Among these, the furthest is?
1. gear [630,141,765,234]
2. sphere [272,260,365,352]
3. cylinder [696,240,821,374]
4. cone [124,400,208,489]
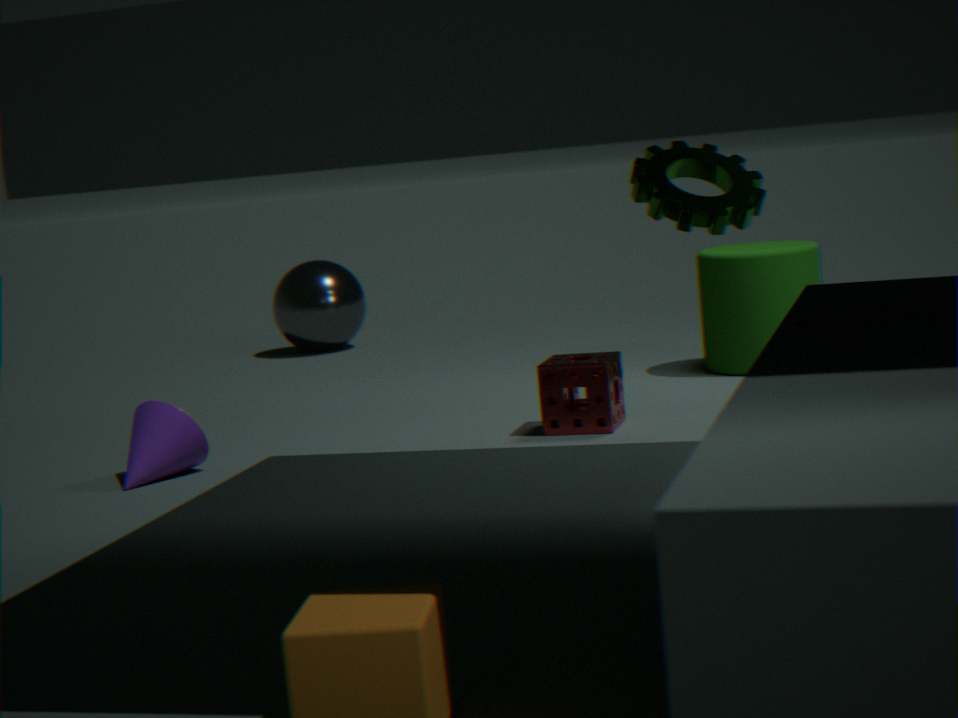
sphere [272,260,365,352]
